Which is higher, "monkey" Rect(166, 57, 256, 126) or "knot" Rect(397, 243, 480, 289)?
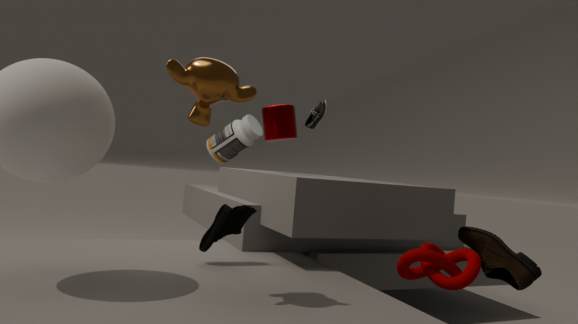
"monkey" Rect(166, 57, 256, 126)
